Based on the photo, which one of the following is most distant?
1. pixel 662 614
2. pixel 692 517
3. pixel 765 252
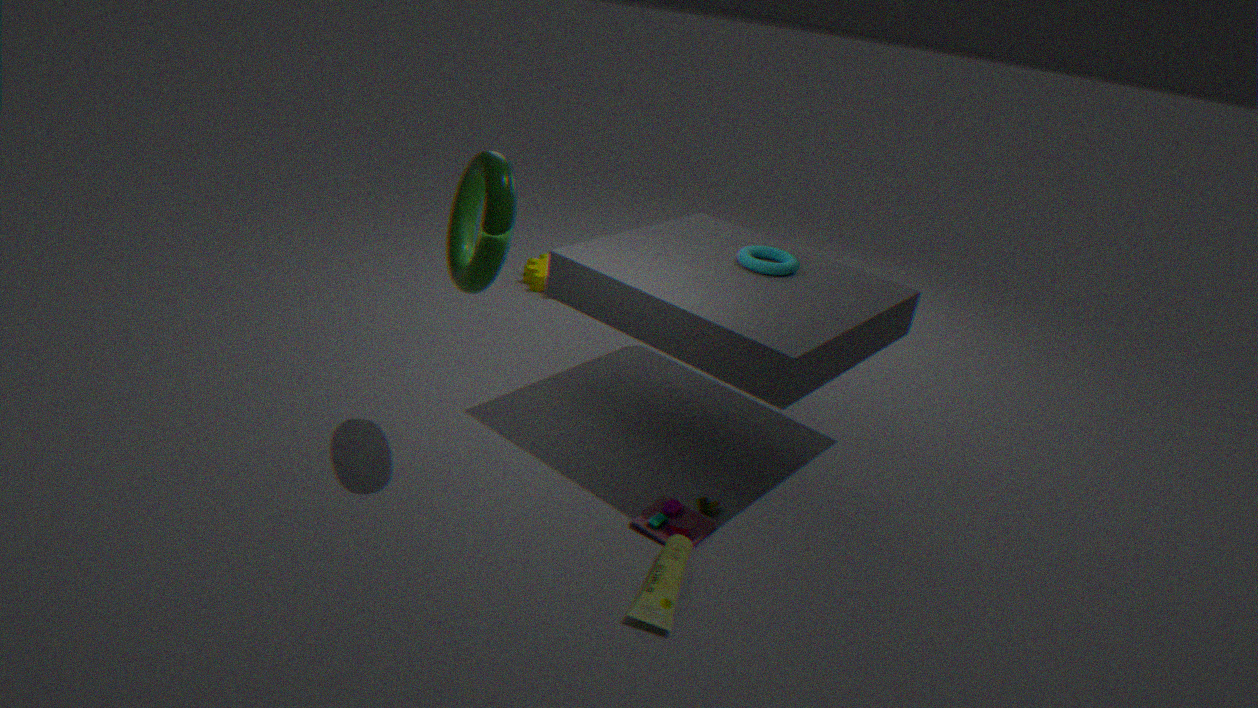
pixel 765 252
